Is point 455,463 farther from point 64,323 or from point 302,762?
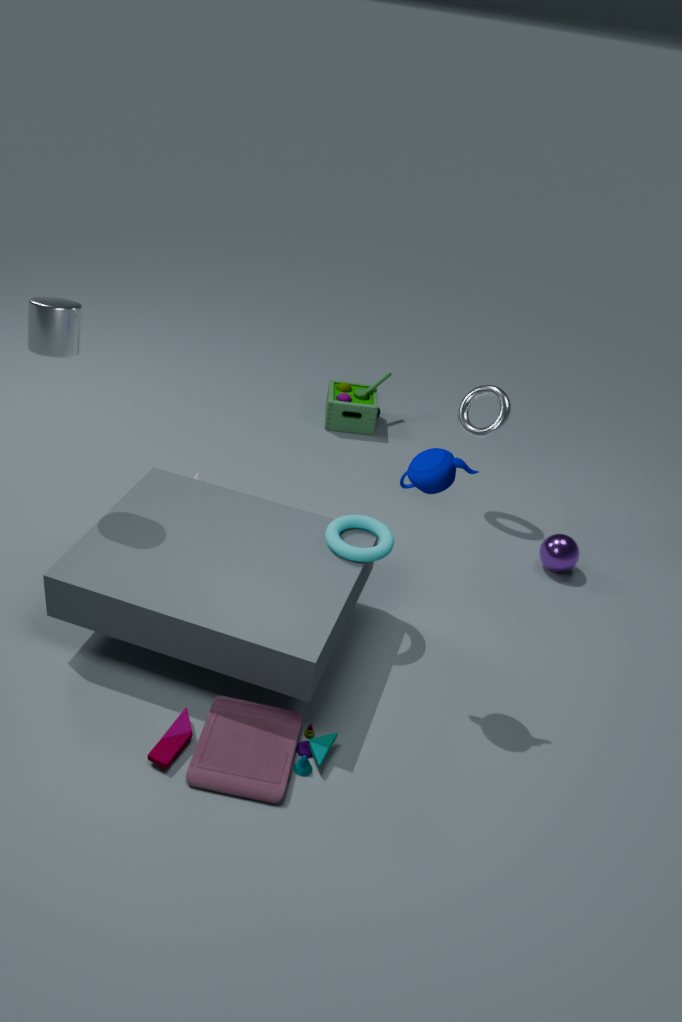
point 64,323
